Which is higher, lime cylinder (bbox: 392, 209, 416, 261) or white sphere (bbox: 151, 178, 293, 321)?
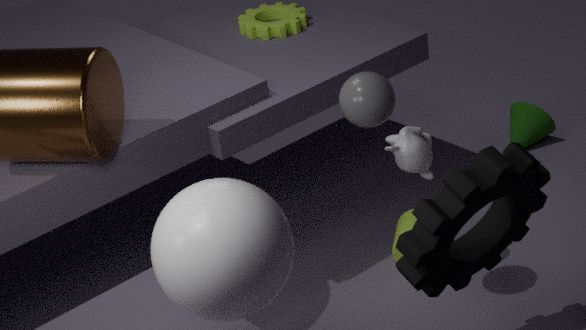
white sphere (bbox: 151, 178, 293, 321)
